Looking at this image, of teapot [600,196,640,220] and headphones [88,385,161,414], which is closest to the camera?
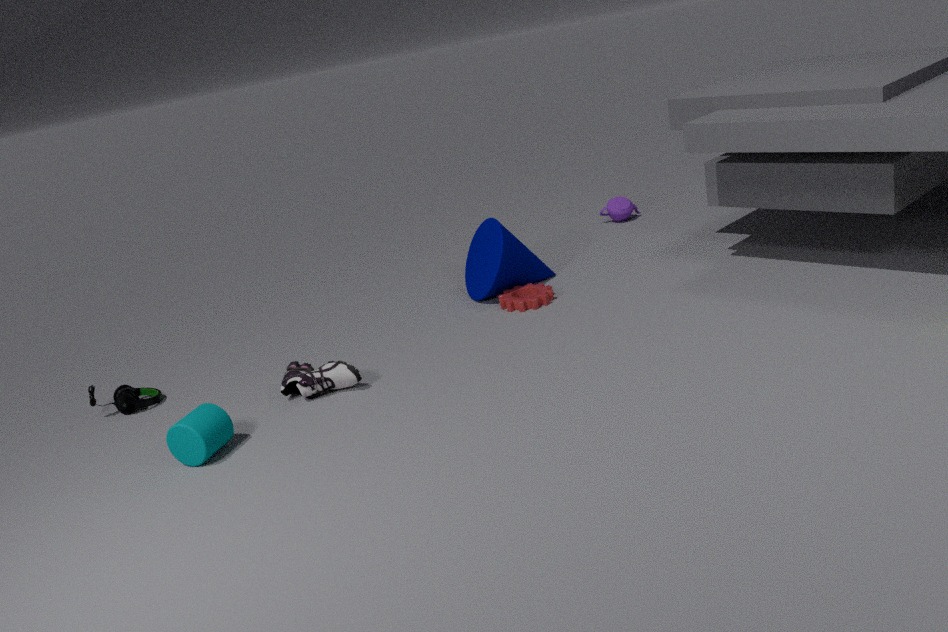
headphones [88,385,161,414]
